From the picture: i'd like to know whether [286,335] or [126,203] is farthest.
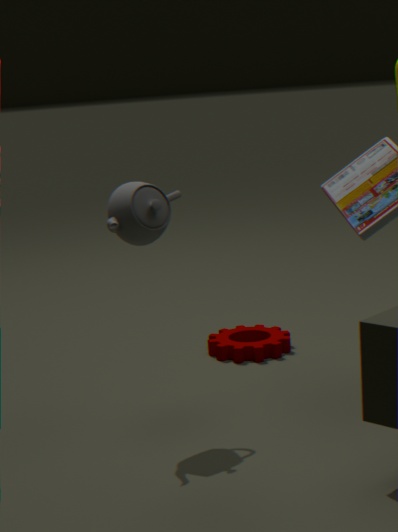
[286,335]
